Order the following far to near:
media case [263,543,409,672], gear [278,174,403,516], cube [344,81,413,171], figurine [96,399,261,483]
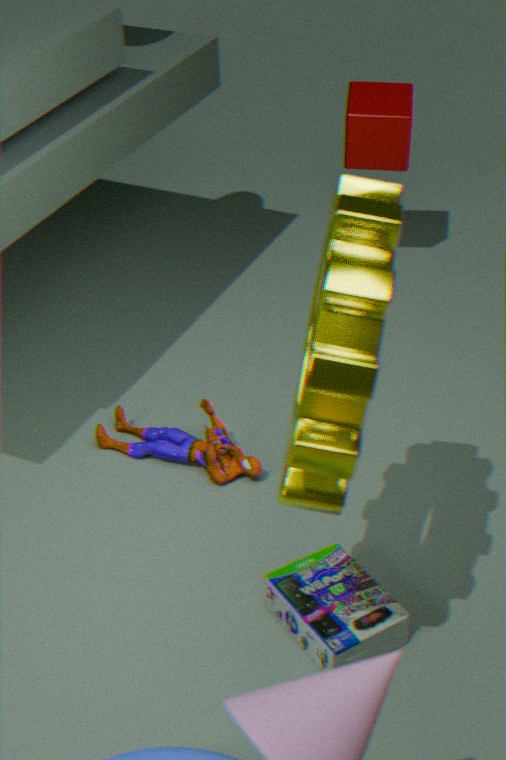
1. cube [344,81,413,171]
2. figurine [96,399,261,483]
3. media case [263,543,409,672]
4. gear [278,174,403,516]
